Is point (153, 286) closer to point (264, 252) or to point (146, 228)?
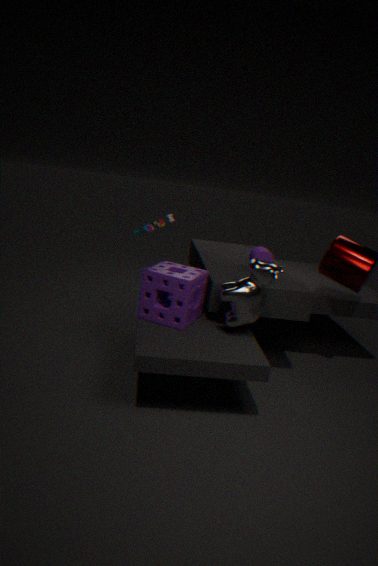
point (146, 228)
